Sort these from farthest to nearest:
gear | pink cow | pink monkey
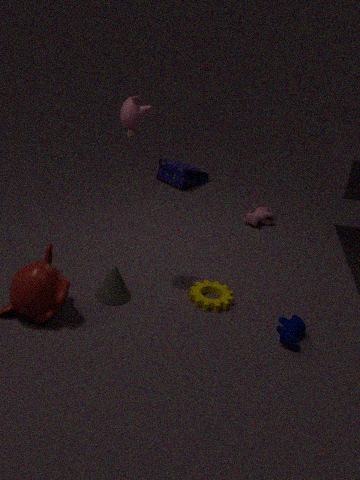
pink cow
gear
pink monkey
